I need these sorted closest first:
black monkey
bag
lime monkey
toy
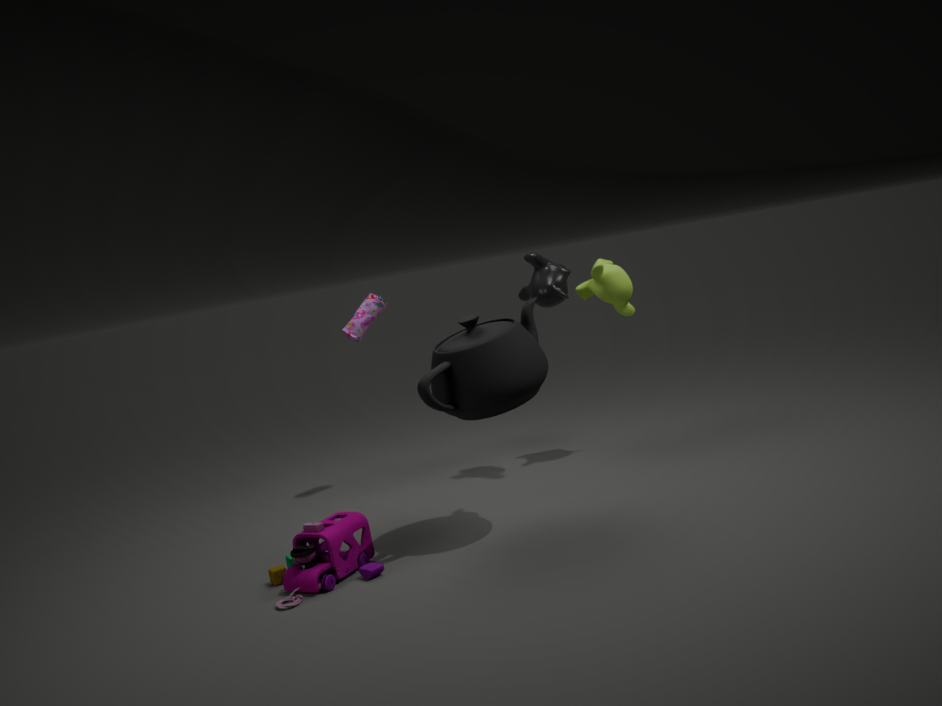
1. toy
2. black monkey
3. lime monkey
4. bag
